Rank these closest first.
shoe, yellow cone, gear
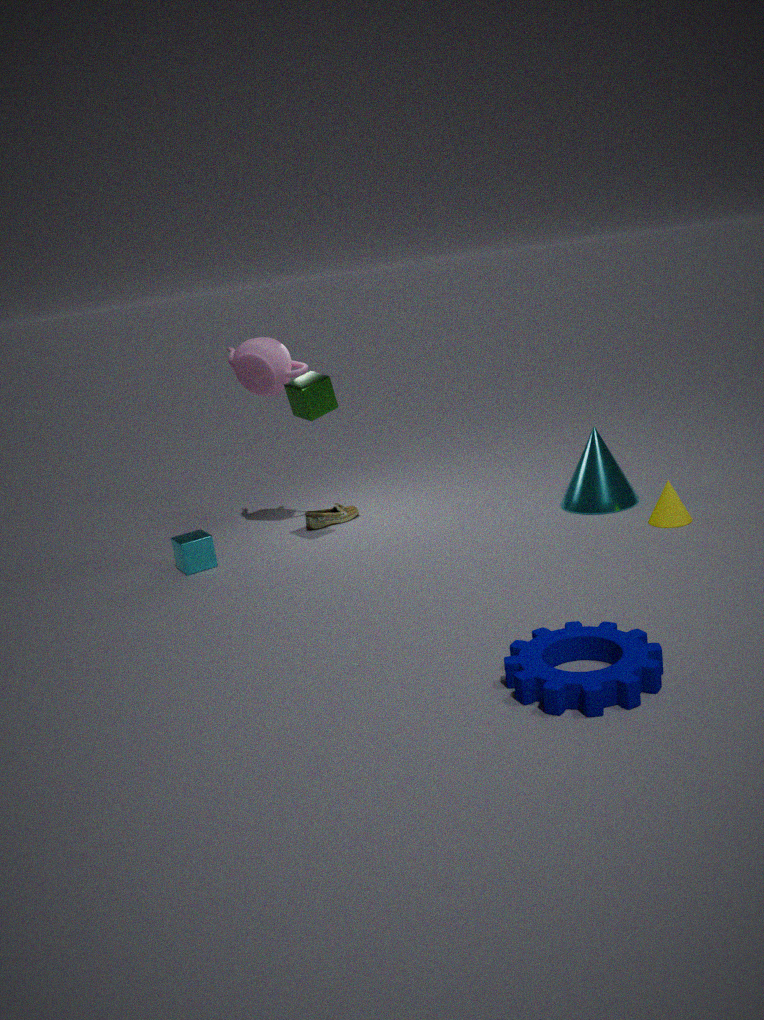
gear
yellow cone
shoe
